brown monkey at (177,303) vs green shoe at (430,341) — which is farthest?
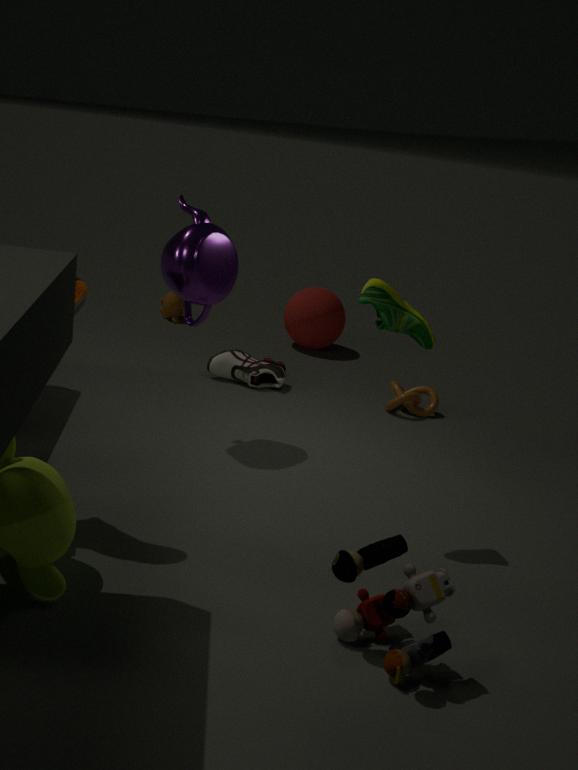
brown monkey at (177,303)
